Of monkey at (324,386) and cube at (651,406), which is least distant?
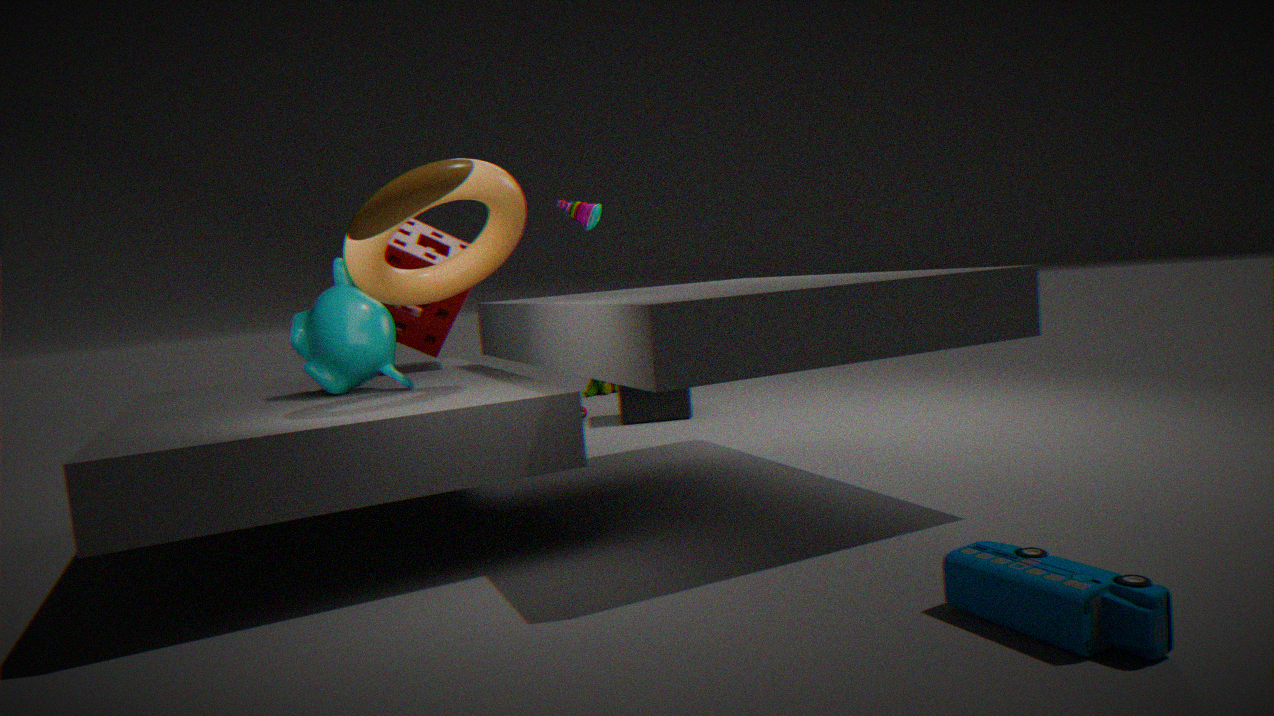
monkey at (324,386)
